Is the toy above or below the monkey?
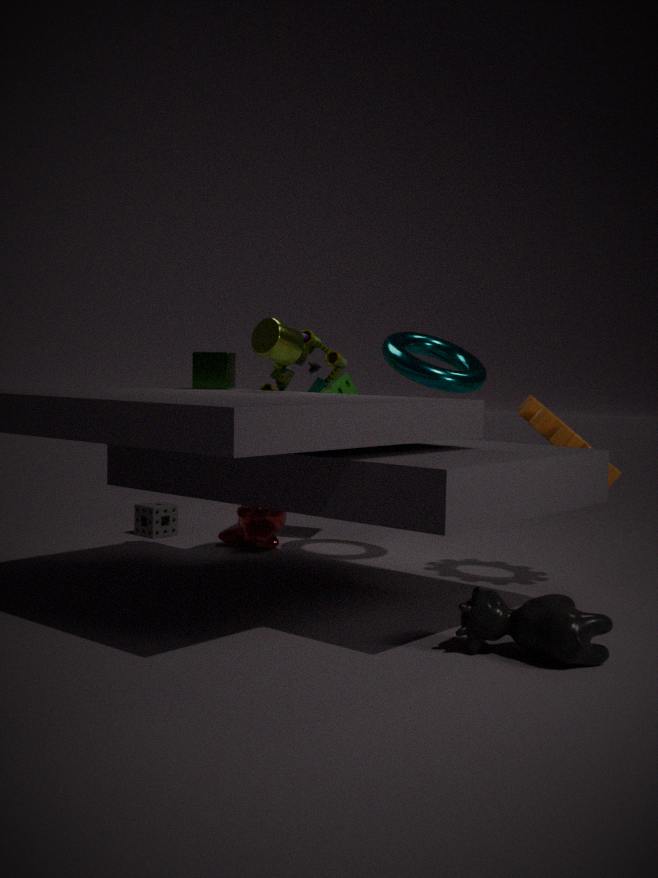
above
